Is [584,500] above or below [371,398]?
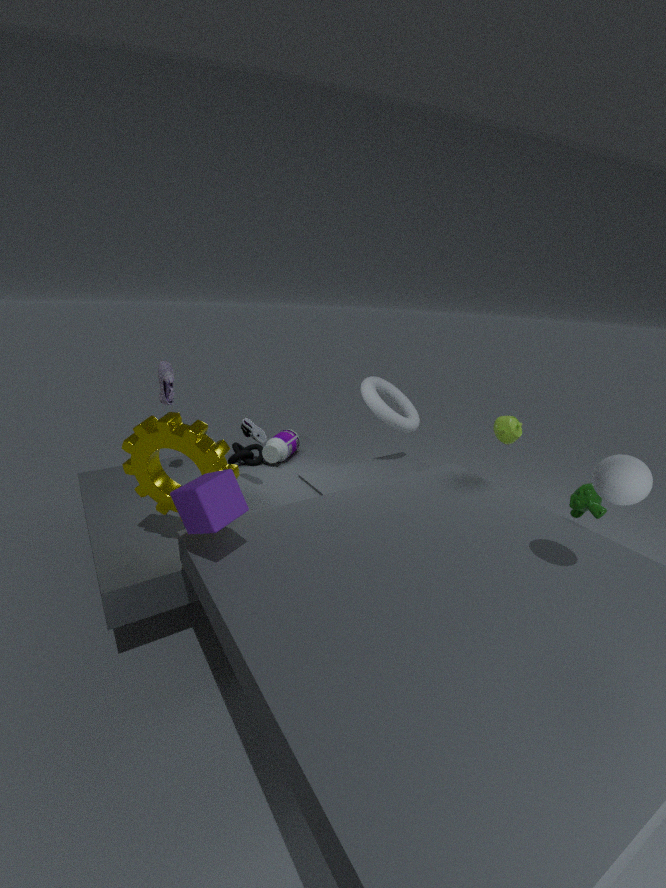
below
